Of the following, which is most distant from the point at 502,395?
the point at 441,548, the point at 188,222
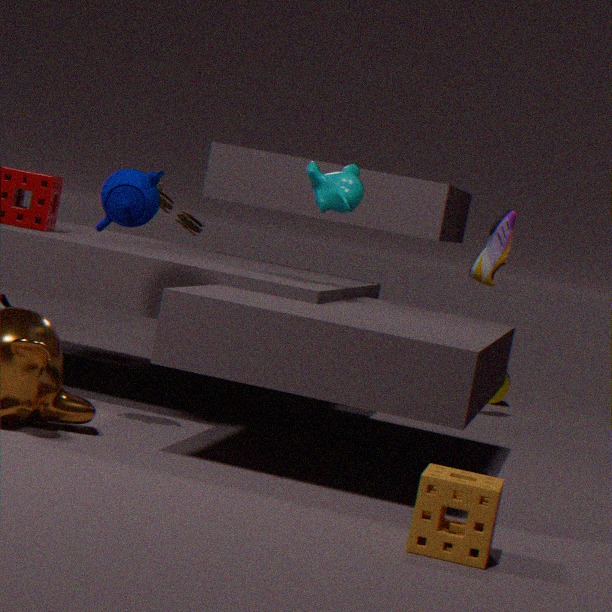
the point at 441,548
